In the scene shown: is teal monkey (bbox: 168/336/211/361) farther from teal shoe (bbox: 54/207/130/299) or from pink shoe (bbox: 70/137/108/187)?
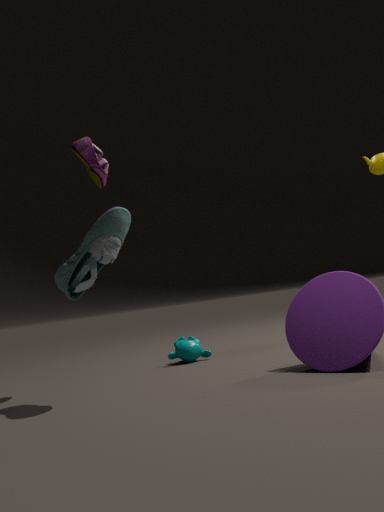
pink shoe (bbox: 70/137/108/187)
